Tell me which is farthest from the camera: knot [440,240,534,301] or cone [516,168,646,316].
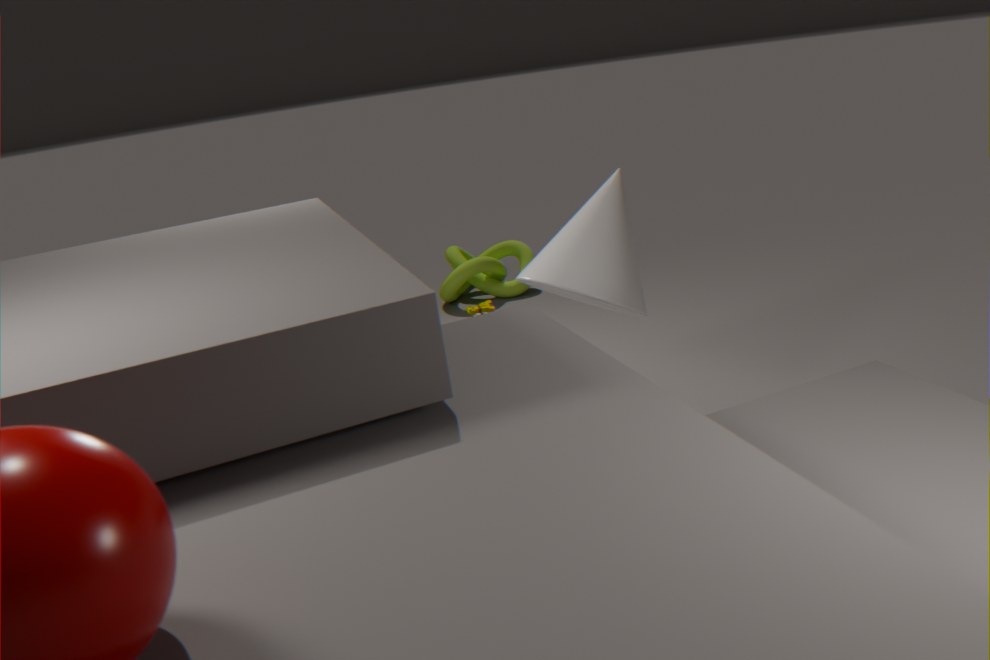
knot [440,240,534,301]
